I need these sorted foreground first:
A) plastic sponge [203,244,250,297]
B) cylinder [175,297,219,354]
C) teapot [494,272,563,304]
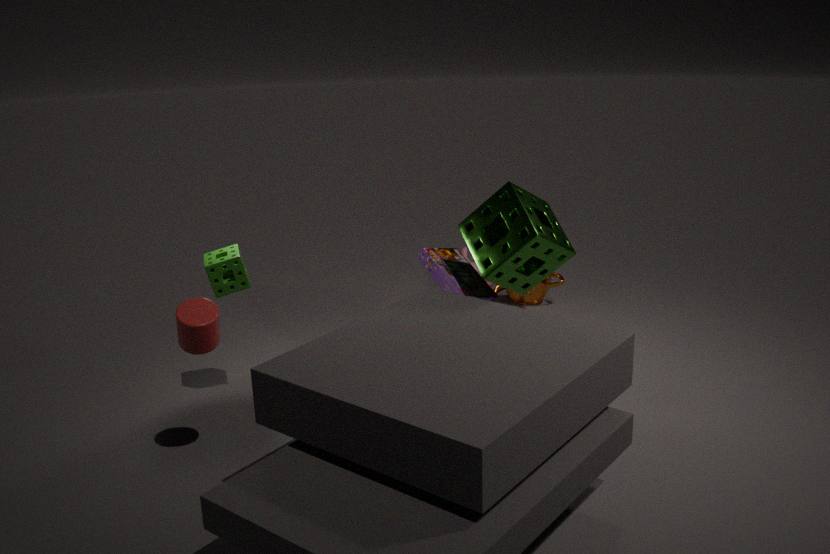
cylinder [175,297,219,354], plastic sponge [203,244,250,297], teapot [494,272,563,304]
